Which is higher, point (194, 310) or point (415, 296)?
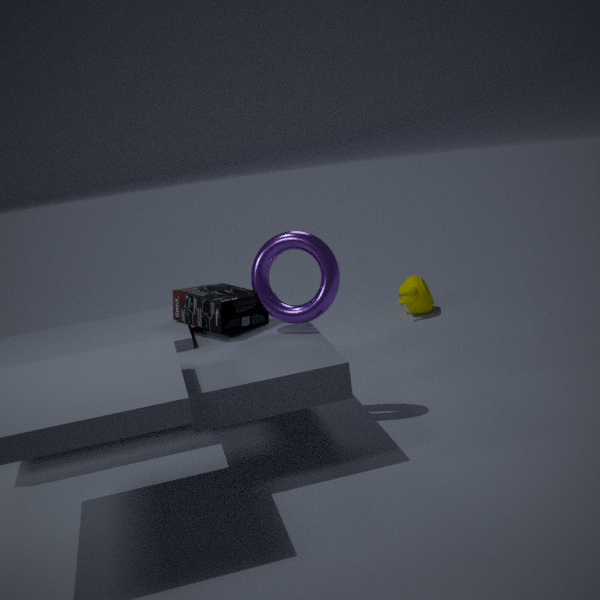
point (194, 310)
